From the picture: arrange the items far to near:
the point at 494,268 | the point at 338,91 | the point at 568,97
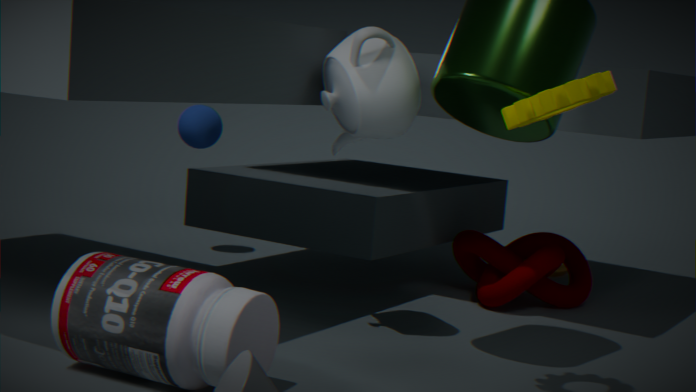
1. the point at 494,268
2. the point at 338,91
3. the point at 568,97
